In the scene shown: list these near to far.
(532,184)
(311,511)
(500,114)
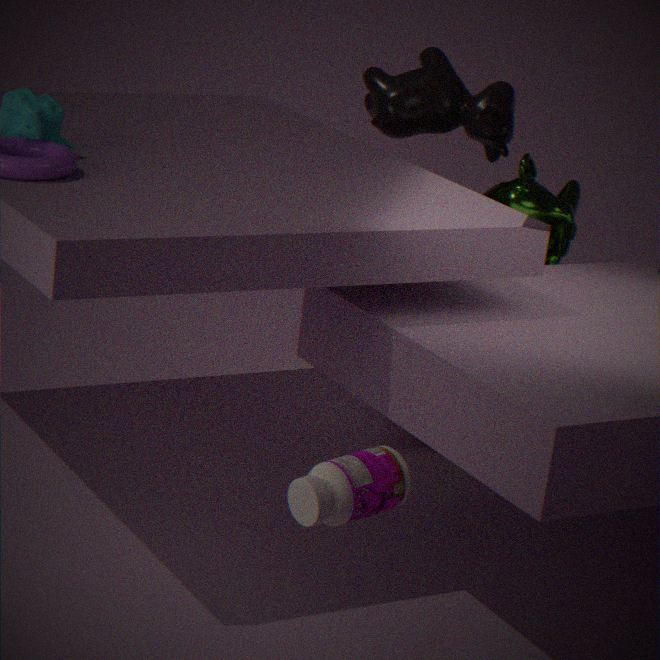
(311,511) → (532,184) → (500,114)
